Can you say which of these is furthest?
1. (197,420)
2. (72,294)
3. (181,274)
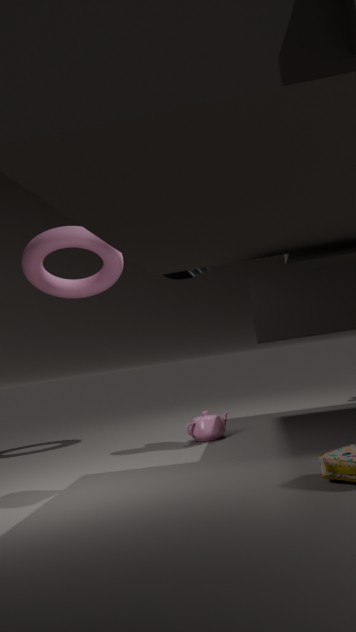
(72,294)
